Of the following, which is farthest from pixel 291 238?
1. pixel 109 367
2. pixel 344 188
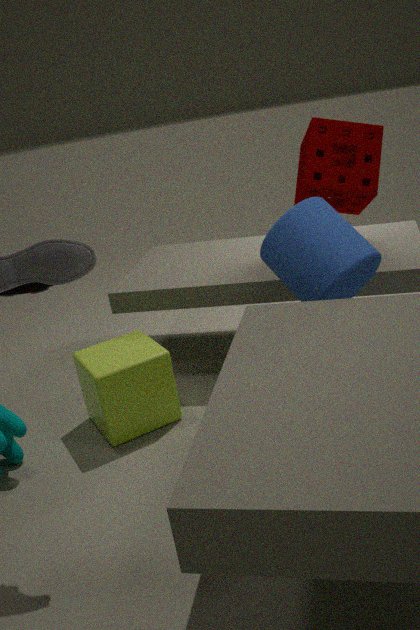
pixel 109 367
